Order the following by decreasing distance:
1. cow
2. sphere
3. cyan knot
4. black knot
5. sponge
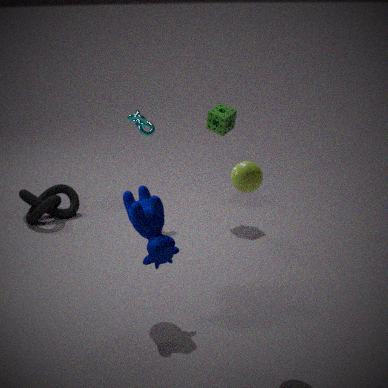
black knot
sponge
cyan knot
cow
sphere
